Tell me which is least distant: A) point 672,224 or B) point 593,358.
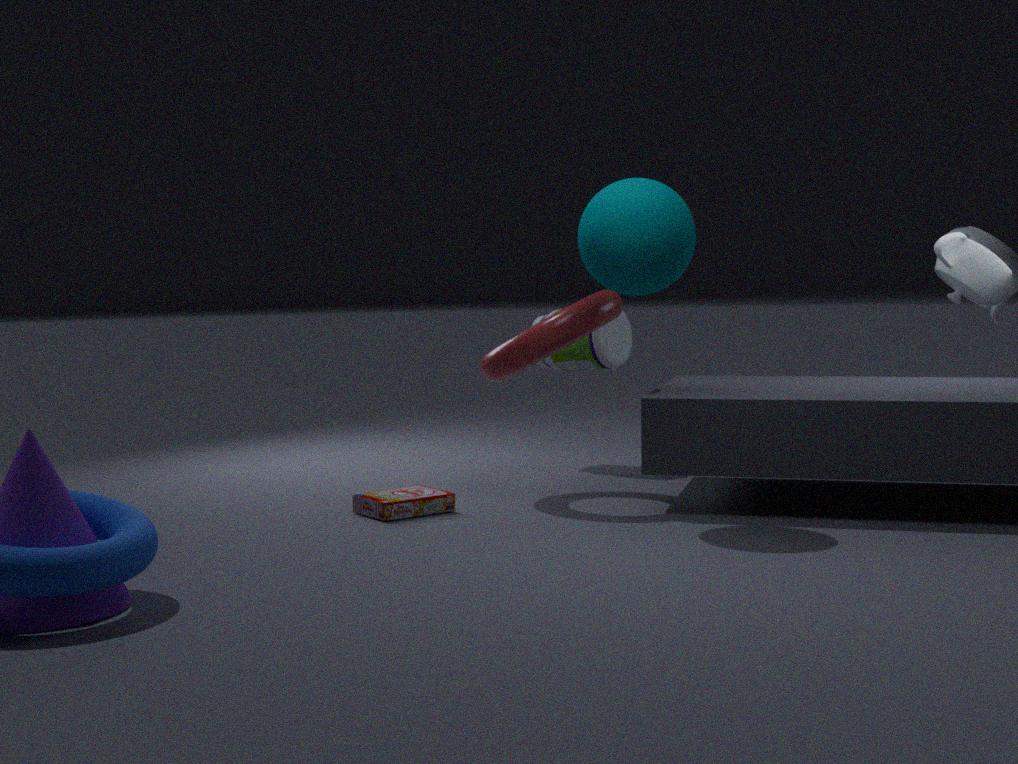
A. point 672,224
